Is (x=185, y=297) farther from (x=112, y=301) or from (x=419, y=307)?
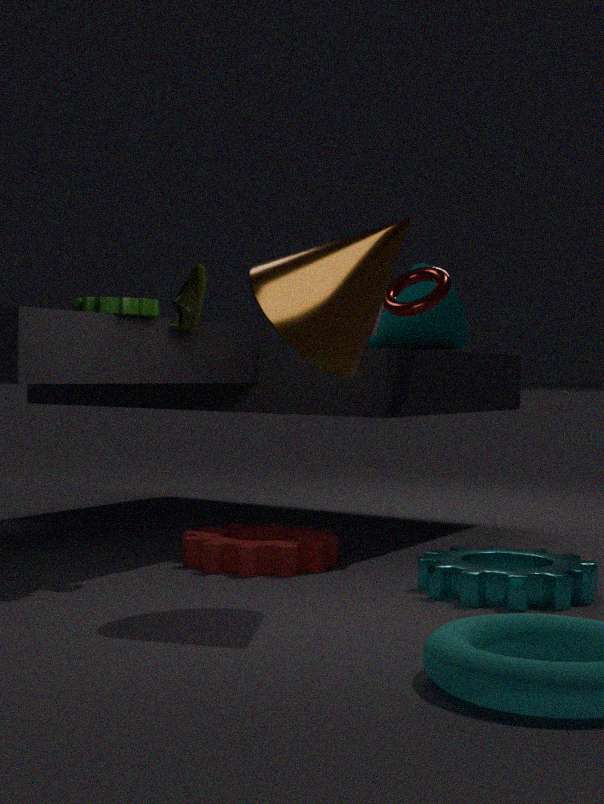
(x=419, y=307)
